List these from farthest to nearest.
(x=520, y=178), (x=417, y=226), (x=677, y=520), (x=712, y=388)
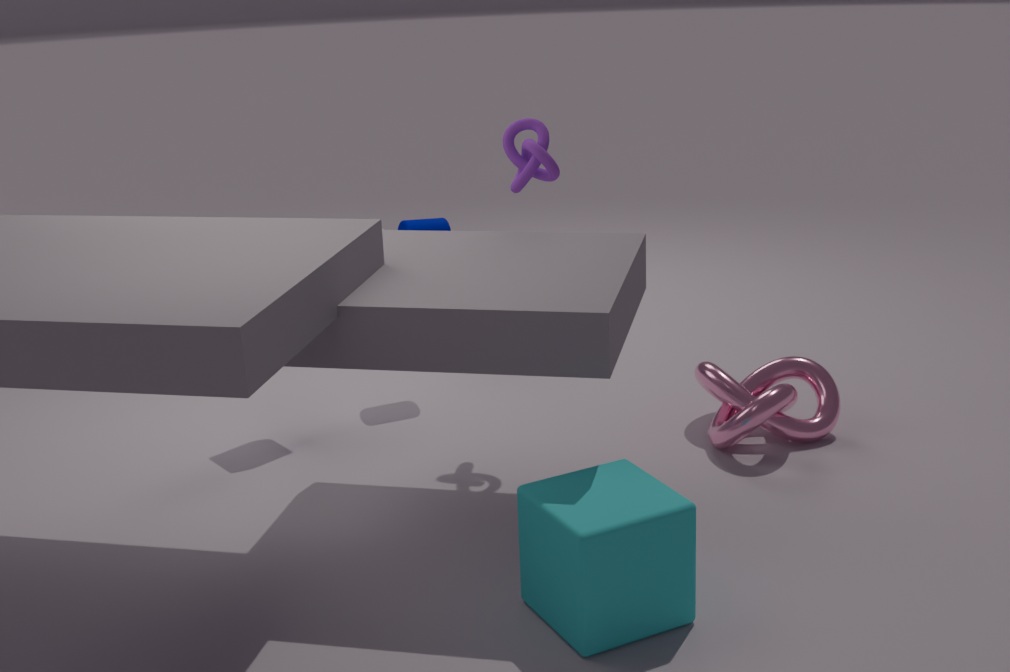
(x=417, y=226), (x=712, y=388), (x=520, y=178), (x=677, y=520)
